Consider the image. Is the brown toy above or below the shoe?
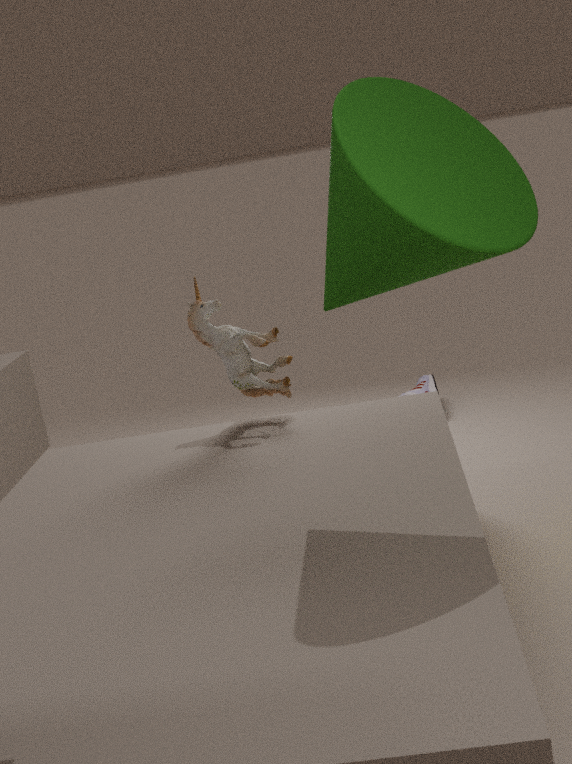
above
